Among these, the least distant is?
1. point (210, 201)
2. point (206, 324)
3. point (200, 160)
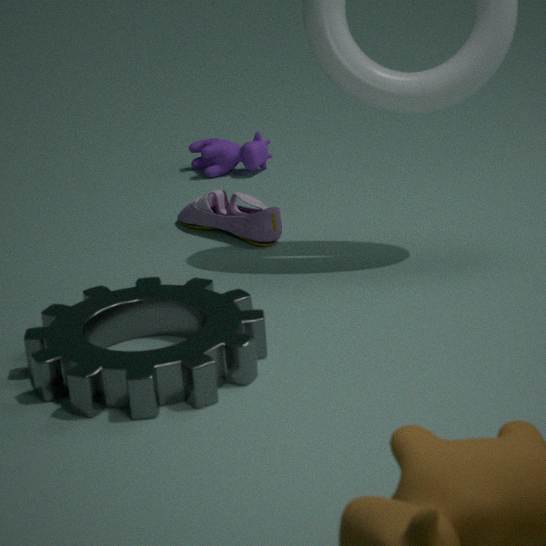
point (206, 324)
